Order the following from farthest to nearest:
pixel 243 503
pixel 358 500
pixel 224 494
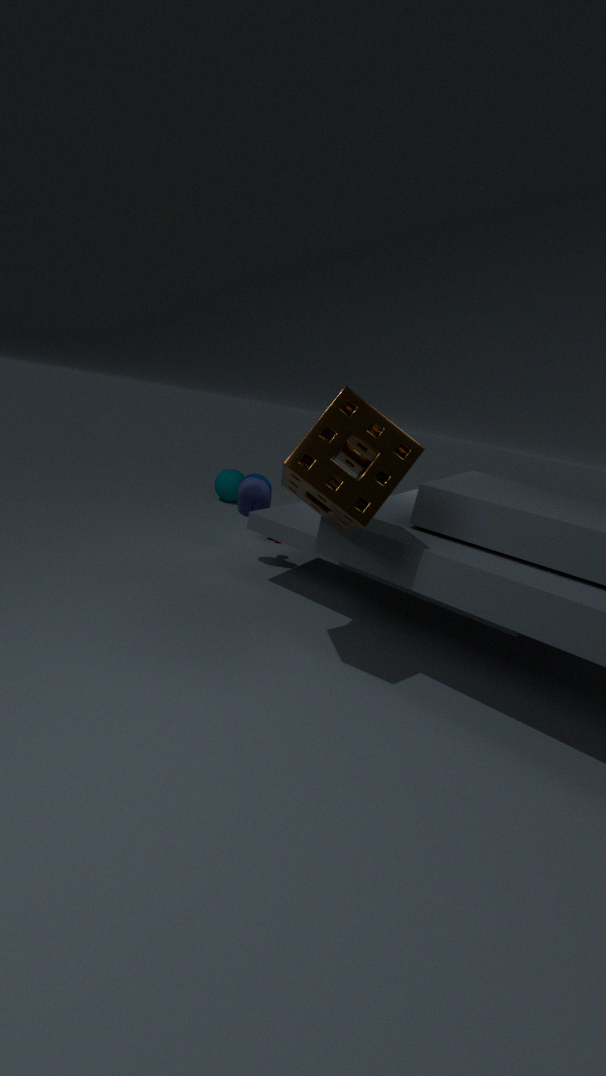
pixel 224 494 < pixel 243 503 < pixel 358 500
